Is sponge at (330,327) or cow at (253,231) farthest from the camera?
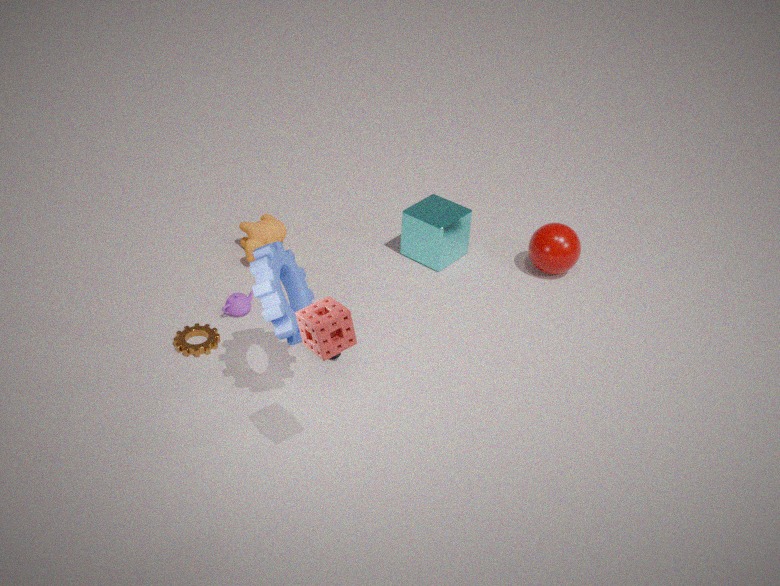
cow at (253,231)
